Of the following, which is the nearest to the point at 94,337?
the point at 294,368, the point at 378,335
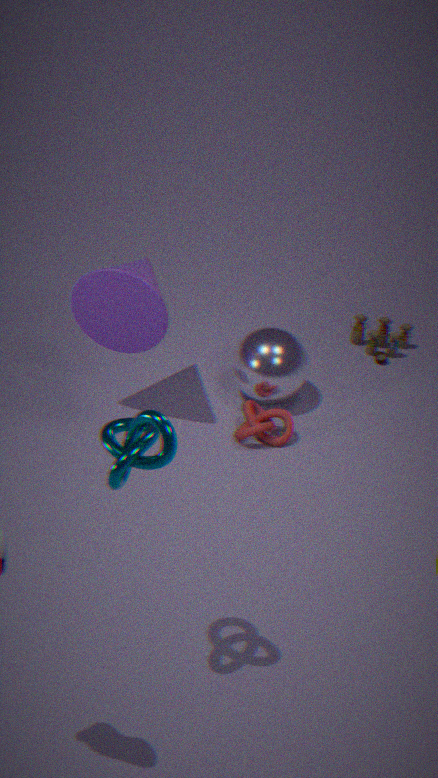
the point at 294,368
